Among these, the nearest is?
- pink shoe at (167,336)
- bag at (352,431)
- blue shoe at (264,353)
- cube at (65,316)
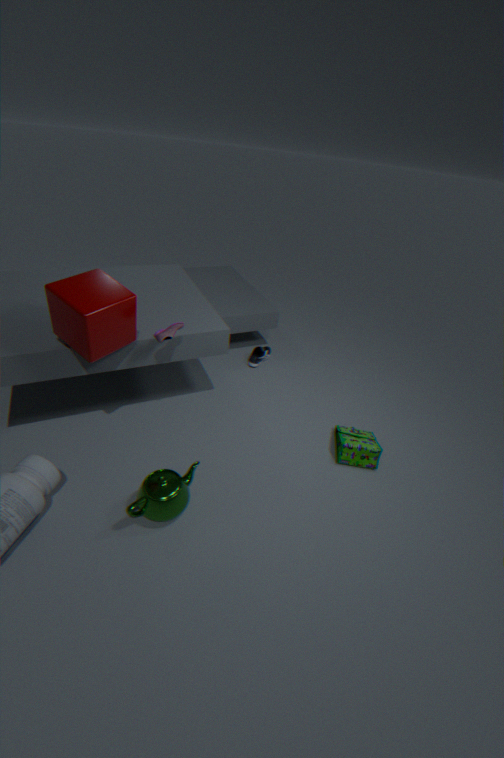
cube at (65,316)
